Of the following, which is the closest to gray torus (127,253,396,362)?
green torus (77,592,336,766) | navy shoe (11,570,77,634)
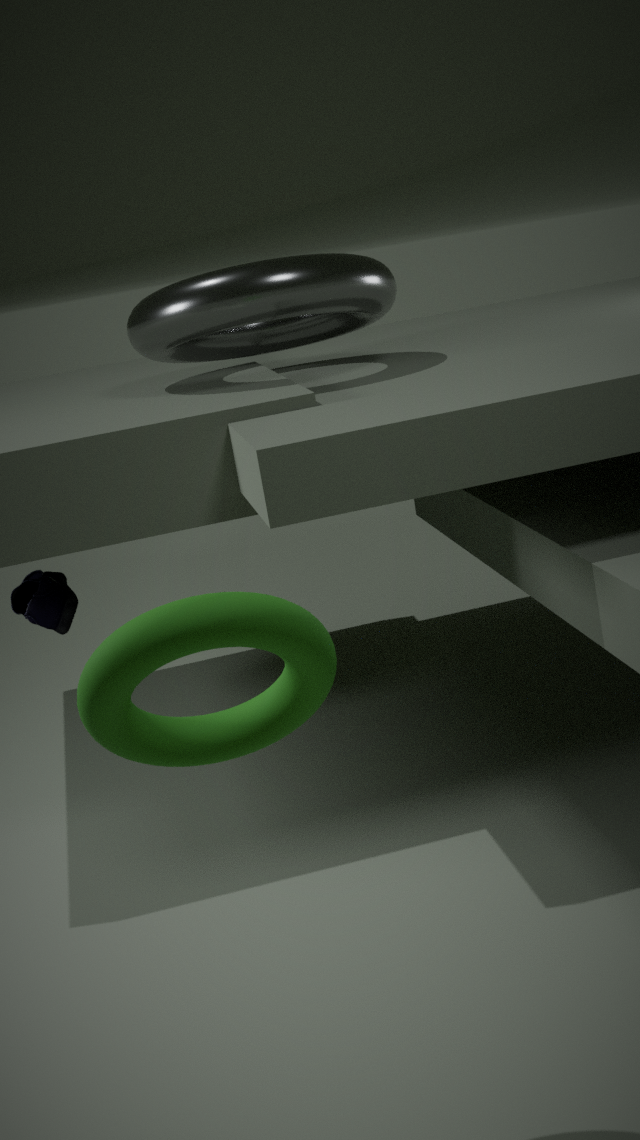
navy shoe (11,570,77,634)
